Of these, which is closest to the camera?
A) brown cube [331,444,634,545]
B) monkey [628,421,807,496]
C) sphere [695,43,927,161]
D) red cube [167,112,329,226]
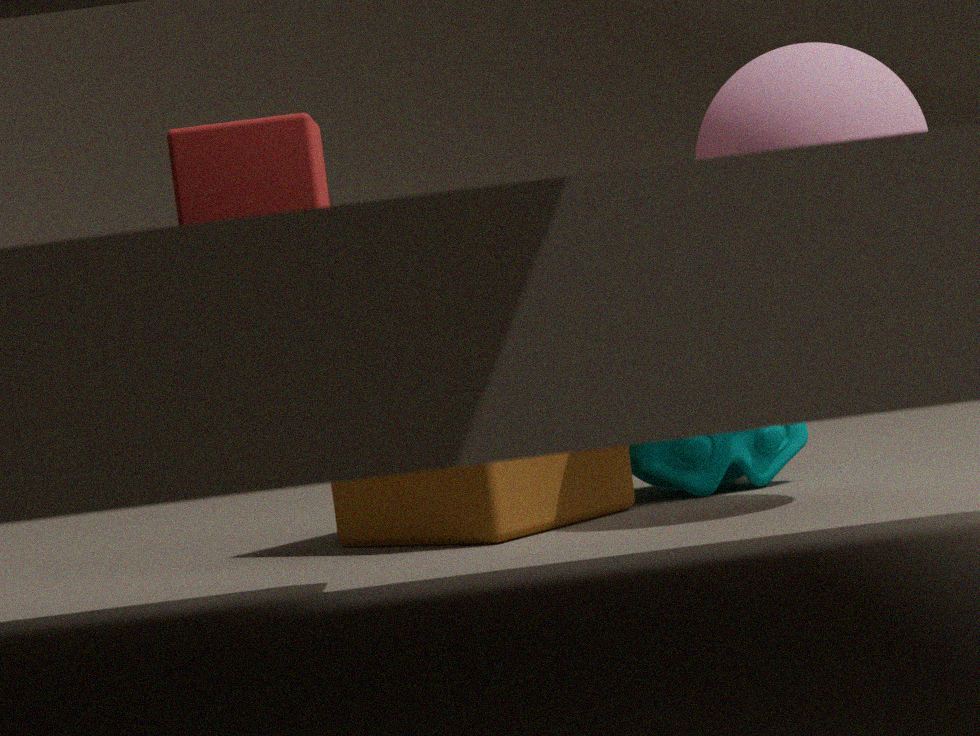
red cube [167,112,329,226]
